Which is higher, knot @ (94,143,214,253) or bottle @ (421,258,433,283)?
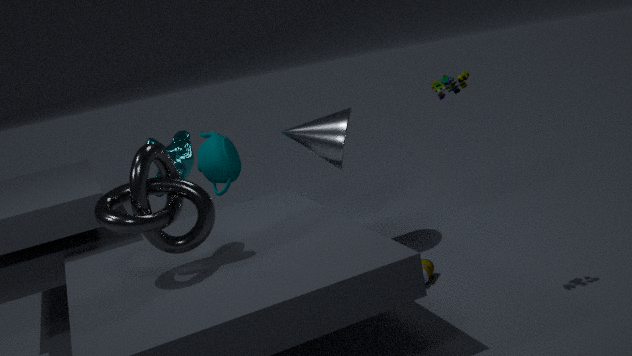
knot @ (94,143,214,253)
